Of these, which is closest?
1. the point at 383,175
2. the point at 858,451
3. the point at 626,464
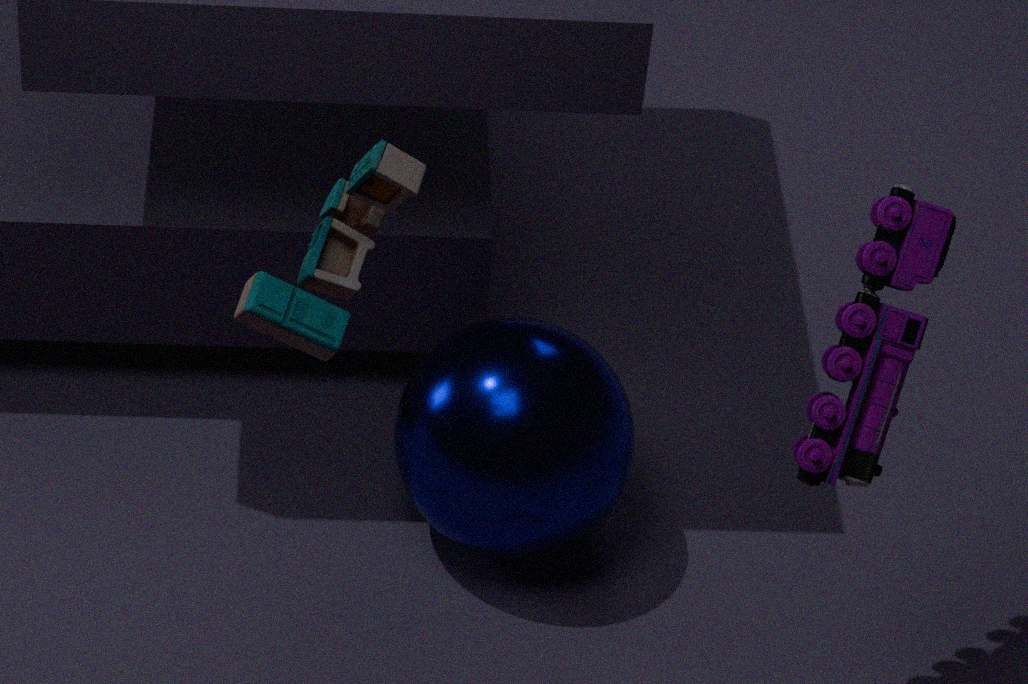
the point at 383,175
